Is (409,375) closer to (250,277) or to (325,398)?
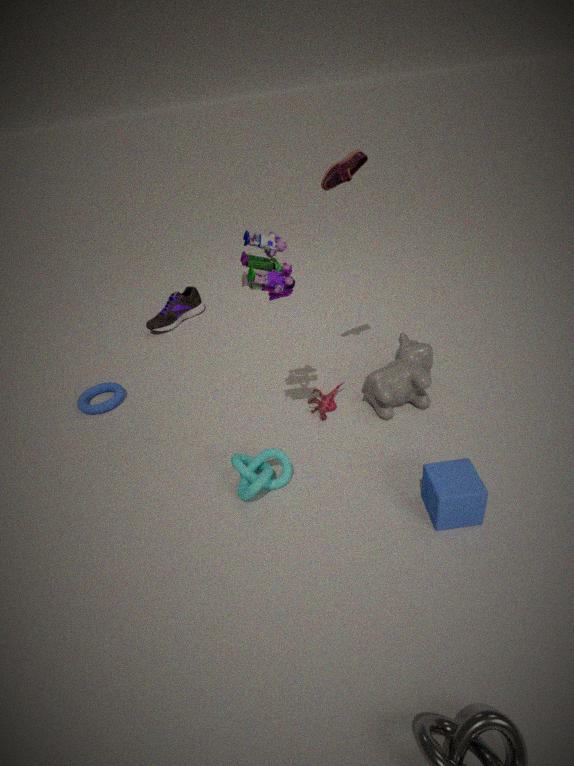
(325,398)
